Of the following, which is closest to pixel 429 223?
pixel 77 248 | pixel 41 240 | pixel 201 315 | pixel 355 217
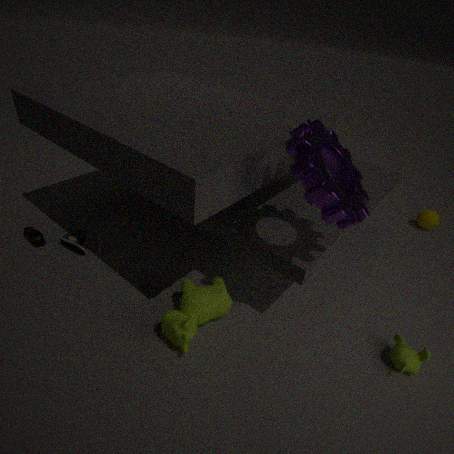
pixel 355 217
